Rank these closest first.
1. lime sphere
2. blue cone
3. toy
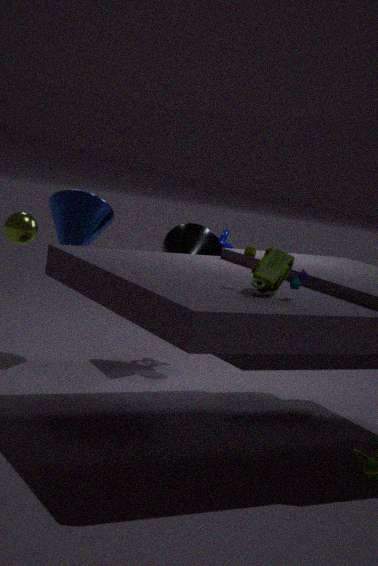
1. toy
2. lime sphere
3. blue cone
